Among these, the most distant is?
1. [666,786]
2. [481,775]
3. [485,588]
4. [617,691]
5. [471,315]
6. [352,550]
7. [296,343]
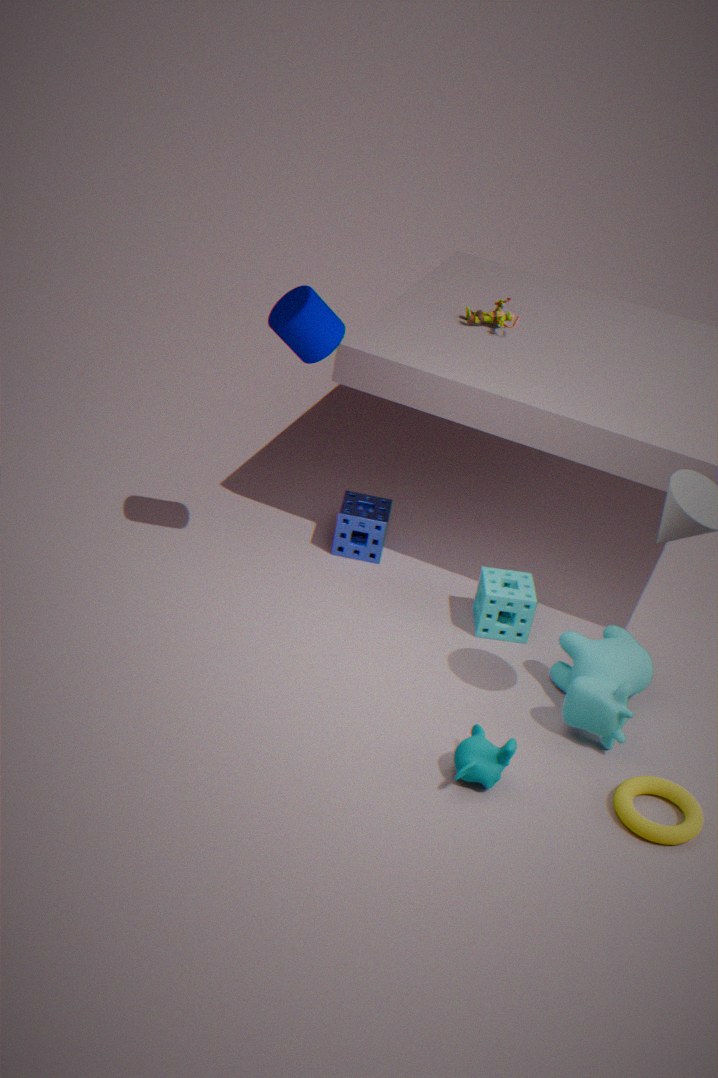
[471,315]
